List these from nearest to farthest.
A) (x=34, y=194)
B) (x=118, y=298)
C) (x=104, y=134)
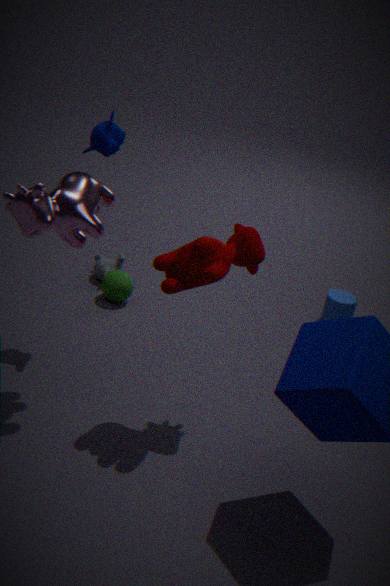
1. (x=34, y=194)
2. (x=104, y=134)
3. (x=118, y=298)
